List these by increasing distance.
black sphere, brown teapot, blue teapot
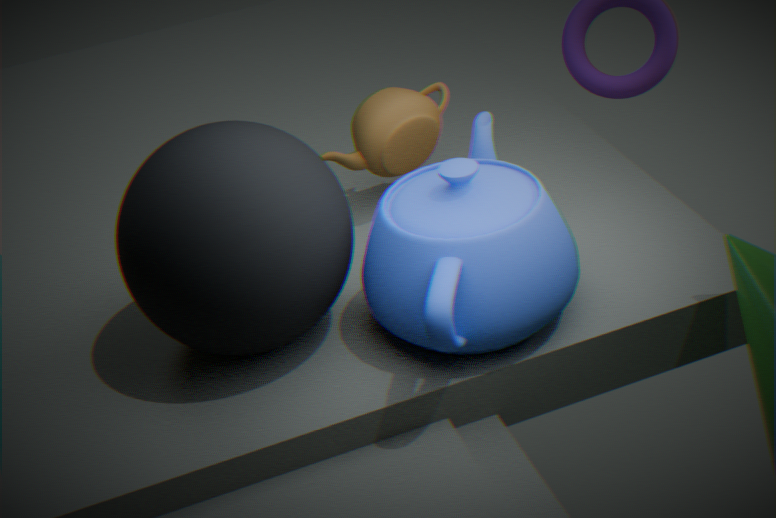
black sphere < blue teapot < brown teapot
